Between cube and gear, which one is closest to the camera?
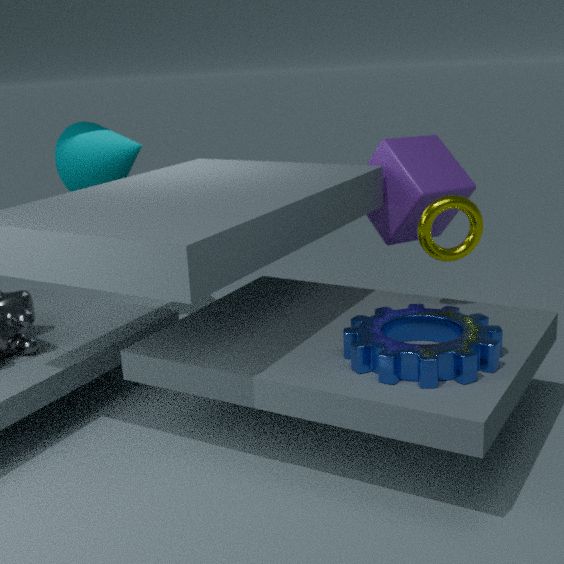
gear
